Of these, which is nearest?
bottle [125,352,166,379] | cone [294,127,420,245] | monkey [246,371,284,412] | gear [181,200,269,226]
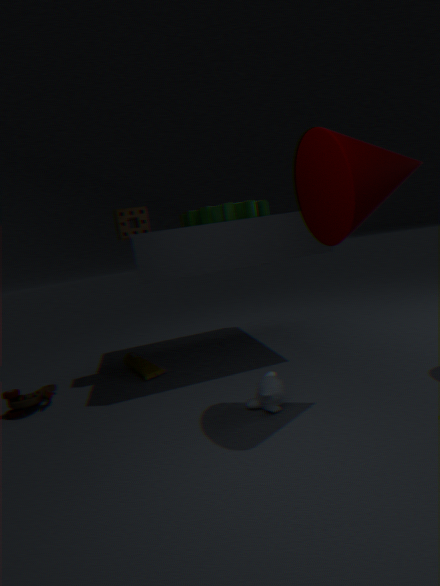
cone [294,127,420,245]
